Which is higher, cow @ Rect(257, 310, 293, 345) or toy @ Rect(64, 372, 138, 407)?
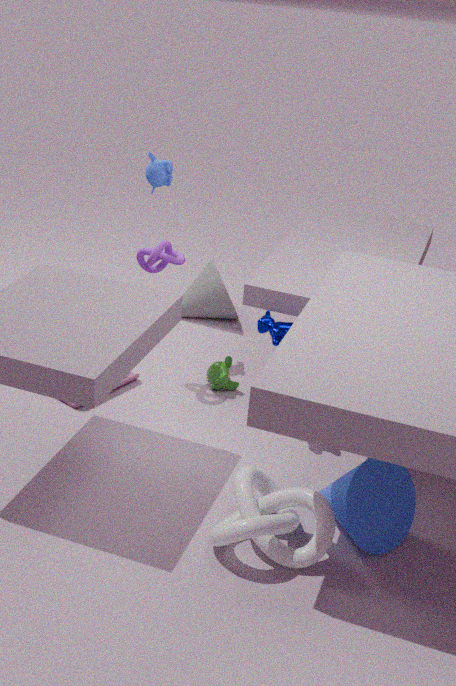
cow @ Rect(257, 310, 293, 345)
